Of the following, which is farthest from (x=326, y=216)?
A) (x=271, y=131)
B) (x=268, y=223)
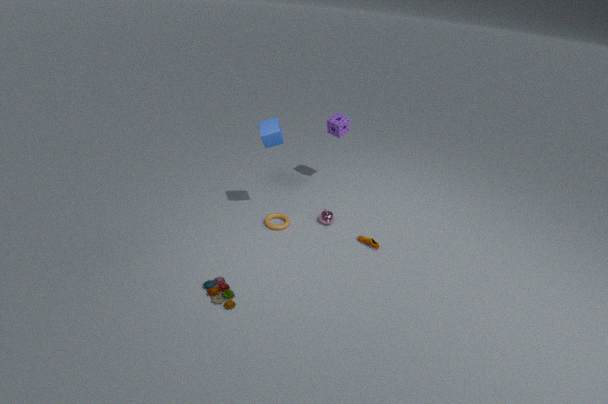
(x=271, y=131)
